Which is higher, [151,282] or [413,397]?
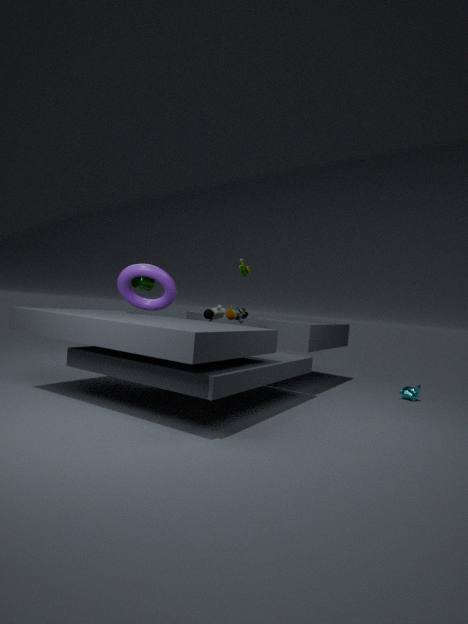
[151,282]
